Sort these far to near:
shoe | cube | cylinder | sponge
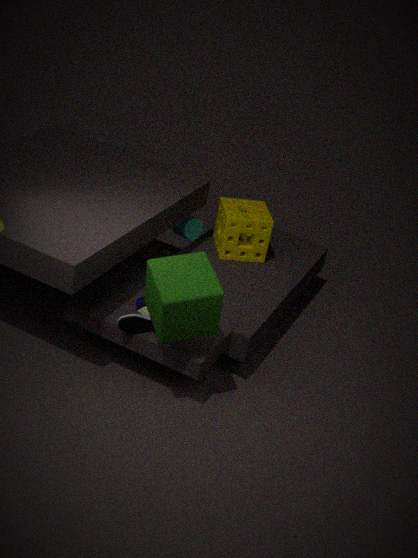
1. cylinder
2. sponge
3. shoe
4. cube
